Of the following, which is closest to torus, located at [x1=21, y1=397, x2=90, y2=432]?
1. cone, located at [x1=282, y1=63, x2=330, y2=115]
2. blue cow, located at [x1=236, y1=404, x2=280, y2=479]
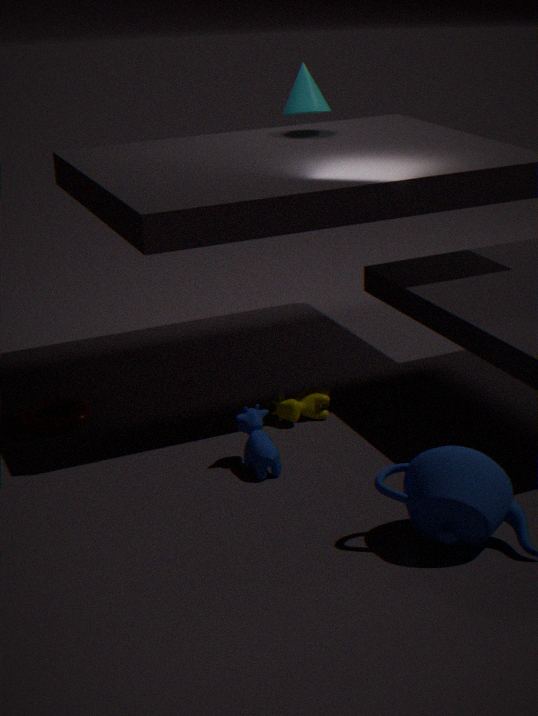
blue cow, located at [x1=236, y1=404, x2=280, y2=479]
